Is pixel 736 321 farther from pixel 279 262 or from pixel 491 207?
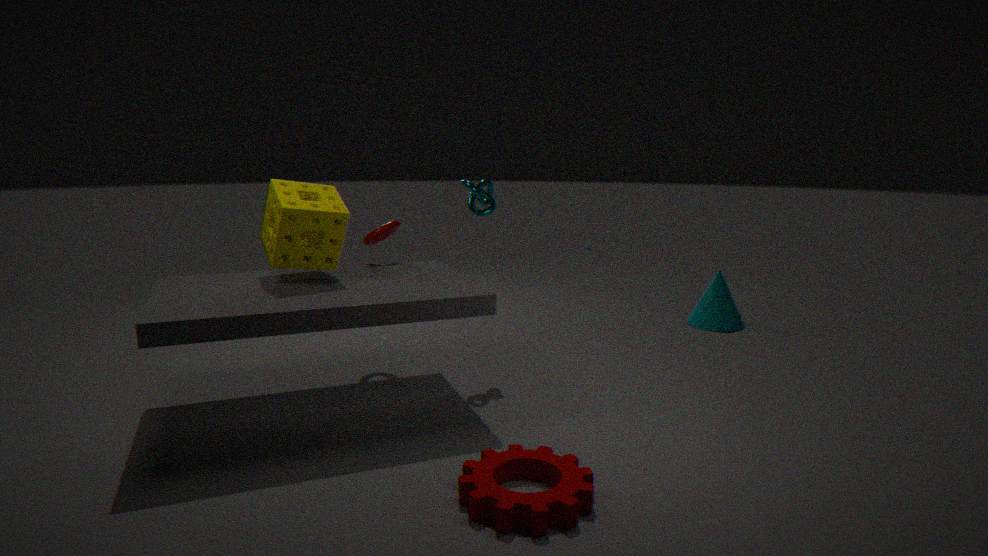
pixel 279 262
